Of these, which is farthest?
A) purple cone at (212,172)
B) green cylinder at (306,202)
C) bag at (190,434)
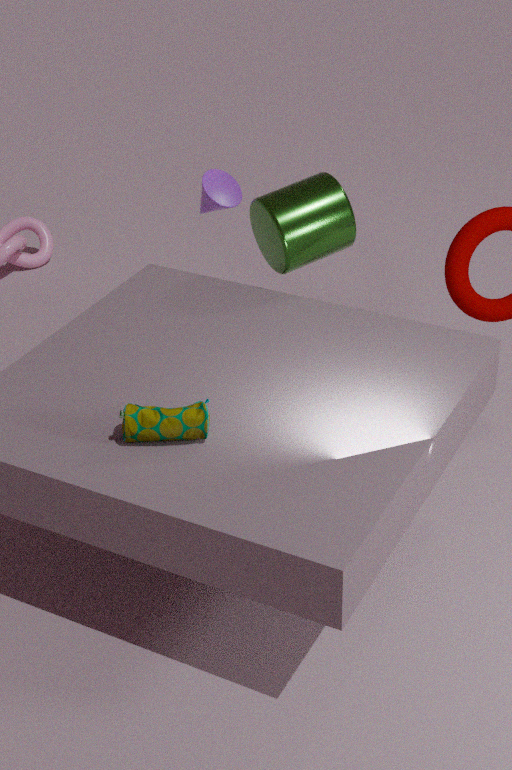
purple cone at (212,172)
